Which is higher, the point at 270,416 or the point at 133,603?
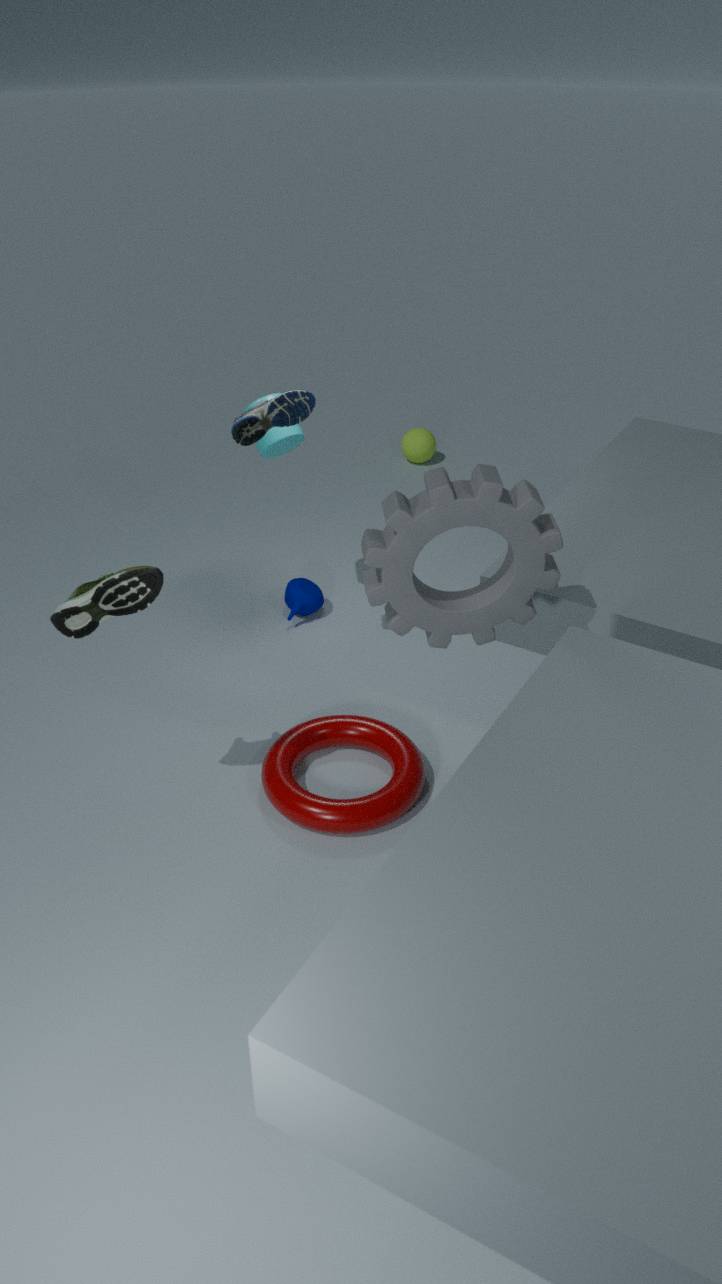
the point at 270,416
